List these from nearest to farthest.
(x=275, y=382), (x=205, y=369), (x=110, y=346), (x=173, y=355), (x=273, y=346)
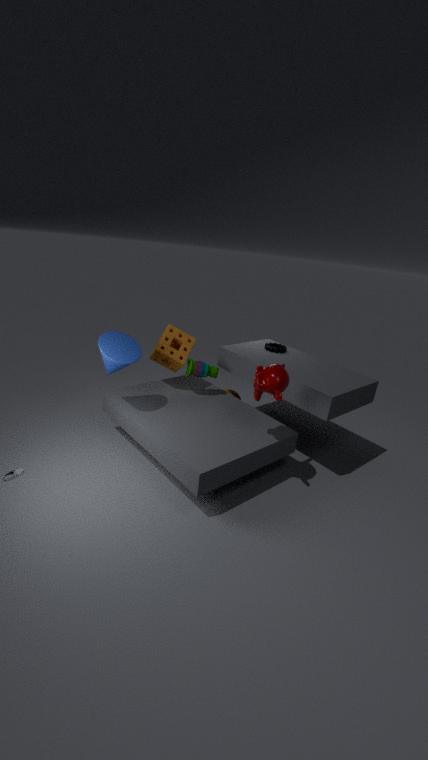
(x=275, y=382) < (x=110, y=346) < (x=173, y=355) < (x=205, y=369) < (x=273, y=346)
